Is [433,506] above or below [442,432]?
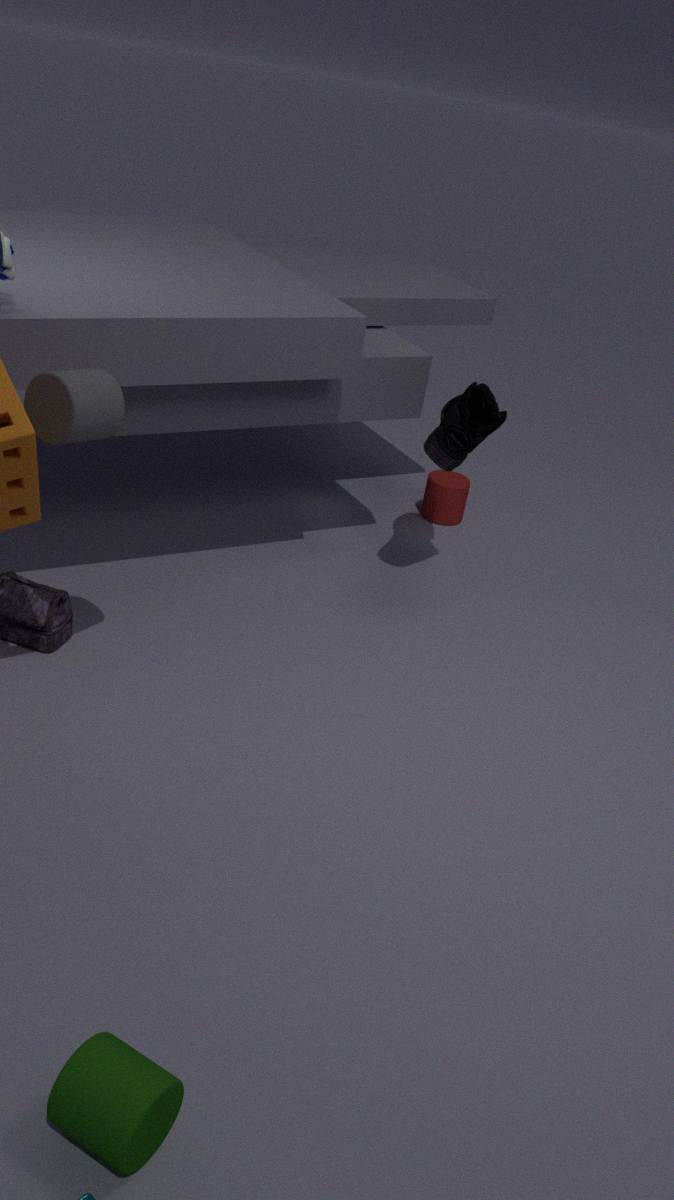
below
